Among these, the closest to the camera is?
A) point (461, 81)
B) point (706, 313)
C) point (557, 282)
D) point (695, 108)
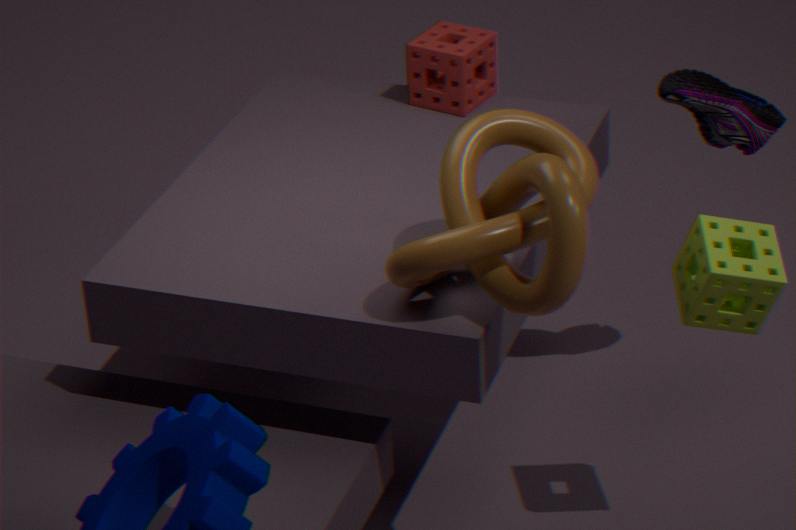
point (557, 282)
